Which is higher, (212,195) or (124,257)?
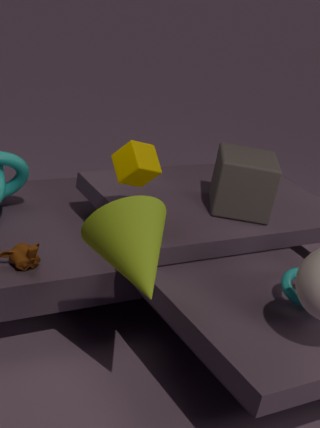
(124,257)
